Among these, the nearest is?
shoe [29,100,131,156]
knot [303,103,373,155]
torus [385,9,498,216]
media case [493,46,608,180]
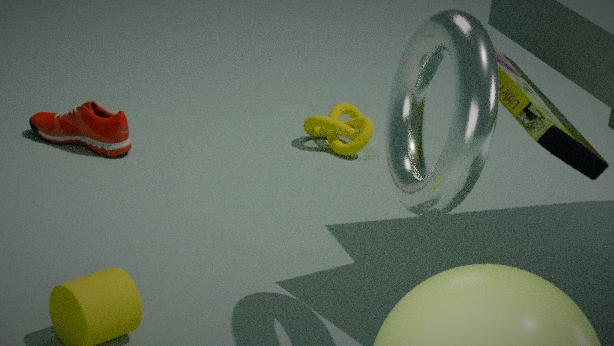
torus [385,9,498,216]
